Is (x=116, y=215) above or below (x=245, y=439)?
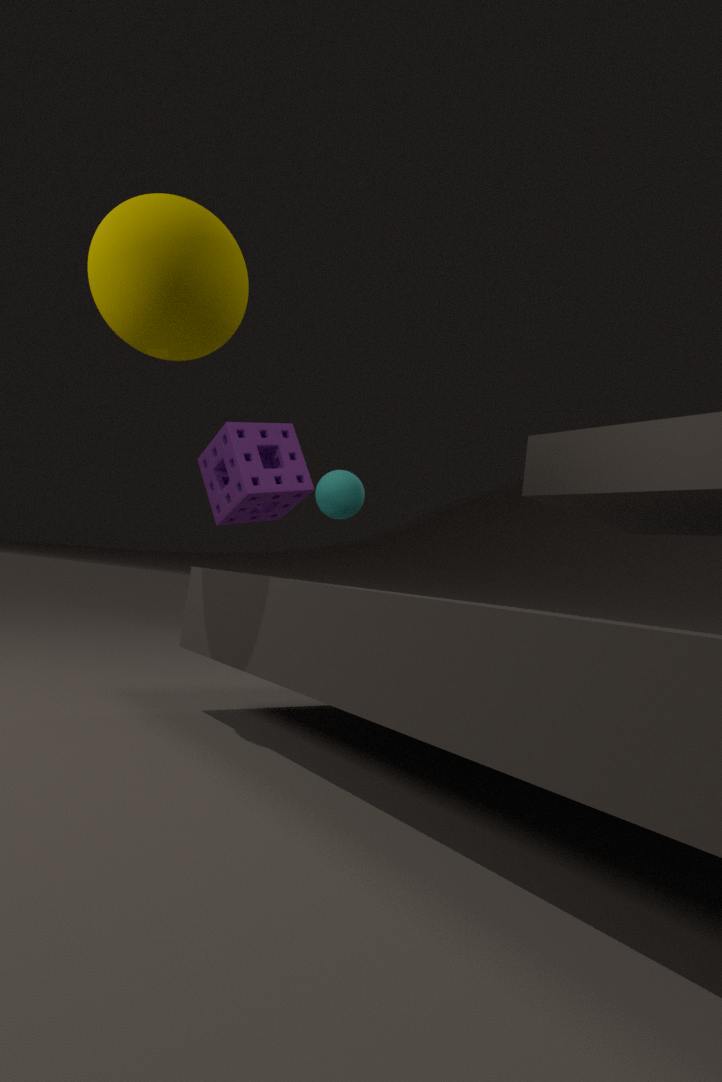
above
